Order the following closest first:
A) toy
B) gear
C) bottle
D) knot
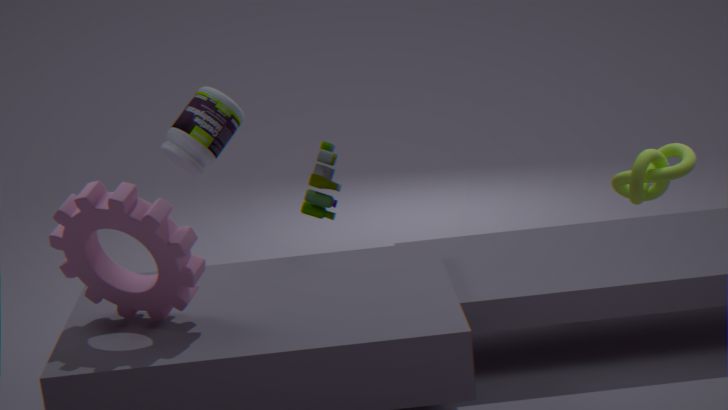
knot
gear
bottle
toy
